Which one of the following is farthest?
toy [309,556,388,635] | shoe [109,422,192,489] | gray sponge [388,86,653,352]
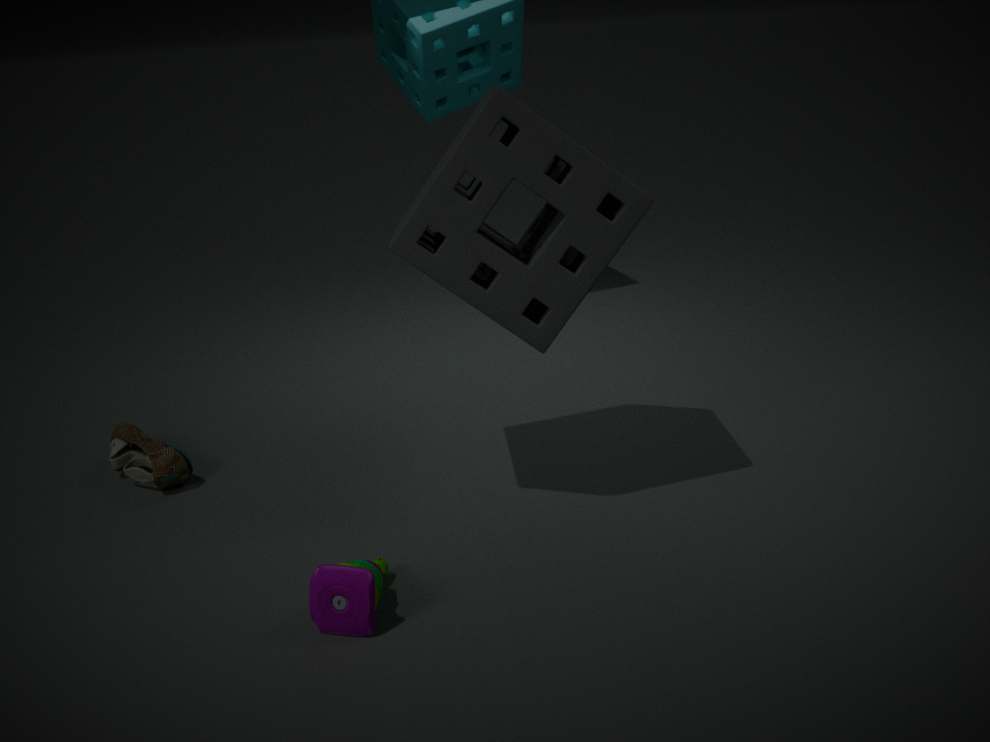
shoe [109,422,192,489]
